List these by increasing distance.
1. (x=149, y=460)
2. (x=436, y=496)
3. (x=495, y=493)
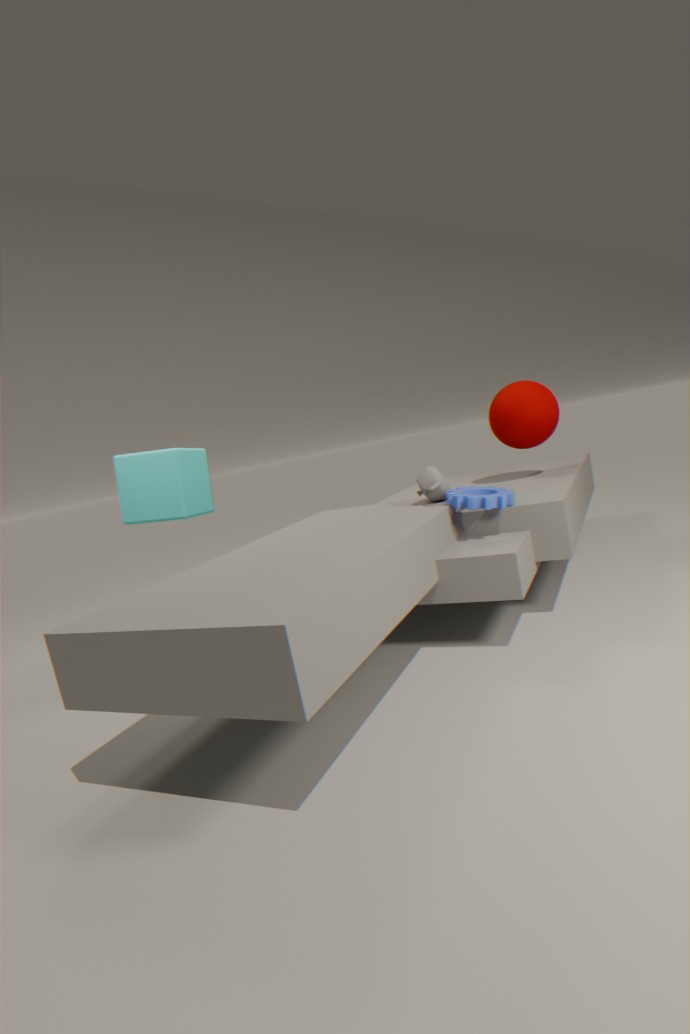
(x=495, y=493)
(x=436, y=496)
(x=149, y=460)
